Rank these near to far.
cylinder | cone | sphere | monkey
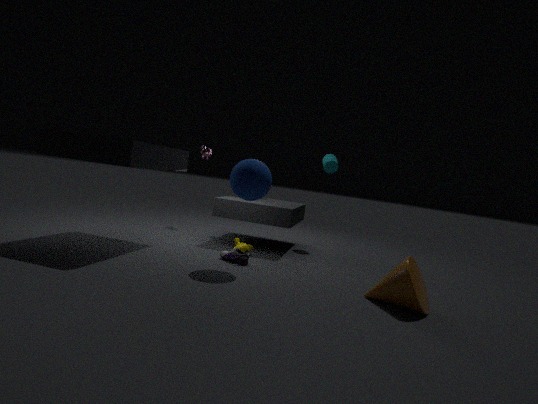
1. cone
2. sphere
3. monkey
4. cylinder
